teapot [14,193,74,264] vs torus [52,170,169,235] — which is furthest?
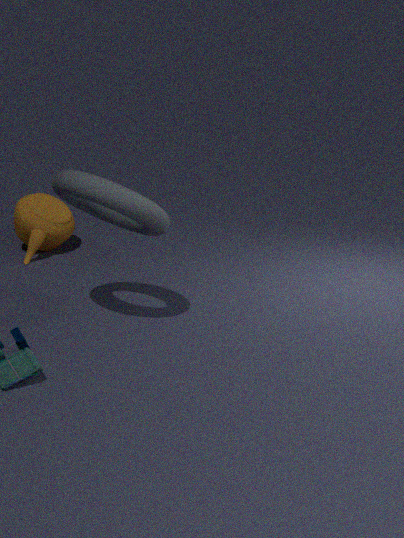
teapot [14,193,74,264]
